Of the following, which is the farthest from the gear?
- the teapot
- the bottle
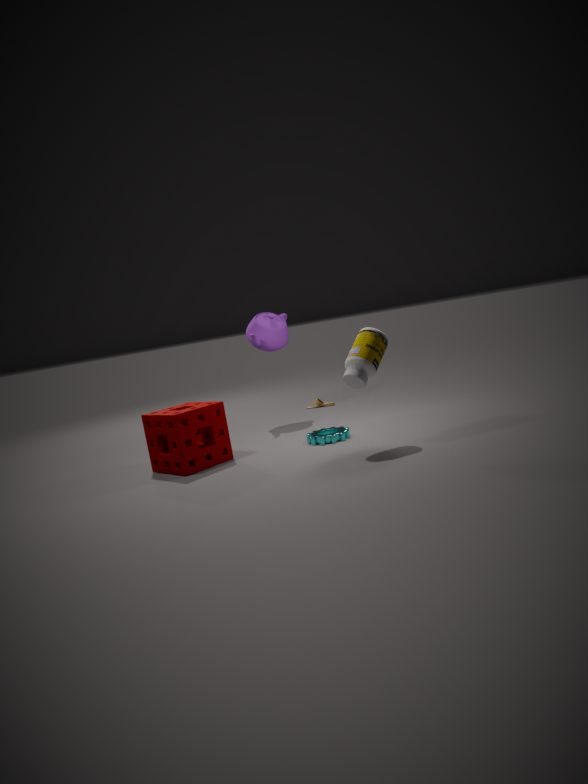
the teapot
